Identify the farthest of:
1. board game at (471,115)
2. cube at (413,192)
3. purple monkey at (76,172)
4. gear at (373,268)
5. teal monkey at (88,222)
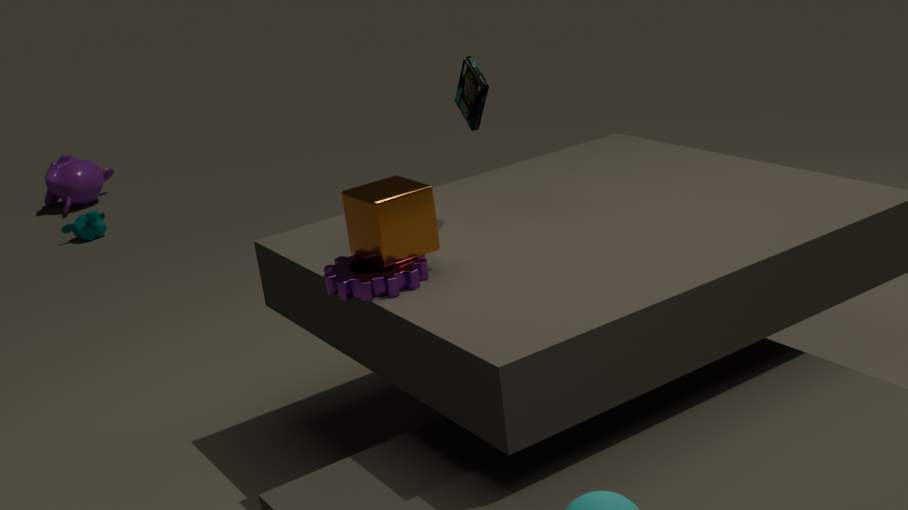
purple monkey at (76,172)
